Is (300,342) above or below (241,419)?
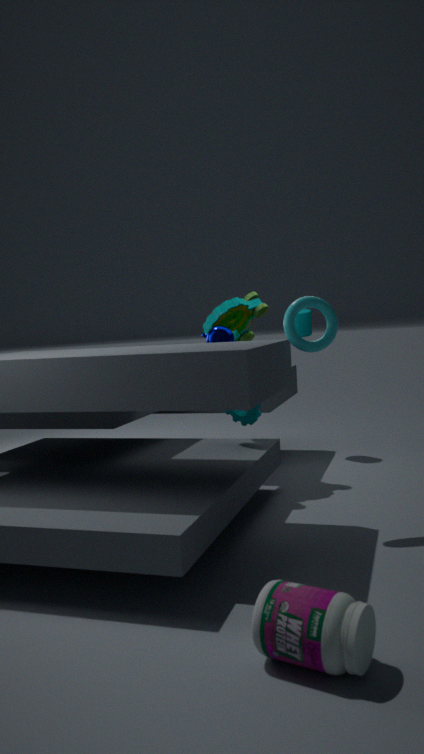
above
